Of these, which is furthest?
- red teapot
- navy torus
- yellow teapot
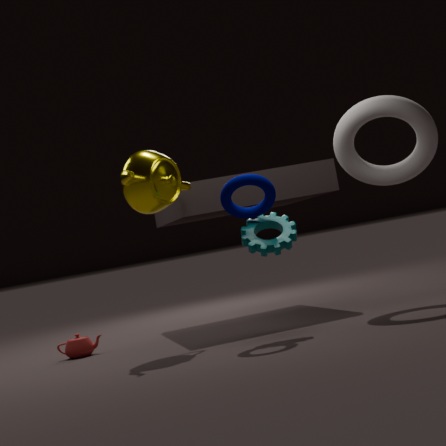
red teapot
